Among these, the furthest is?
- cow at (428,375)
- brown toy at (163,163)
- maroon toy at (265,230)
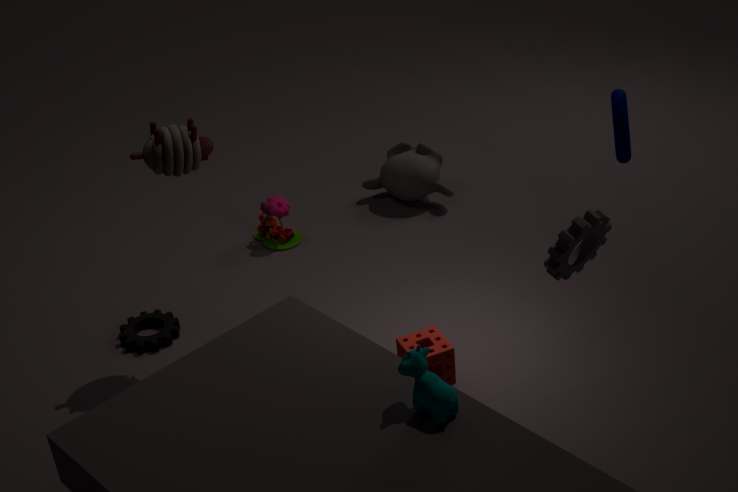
maroon toy at (265,230)
